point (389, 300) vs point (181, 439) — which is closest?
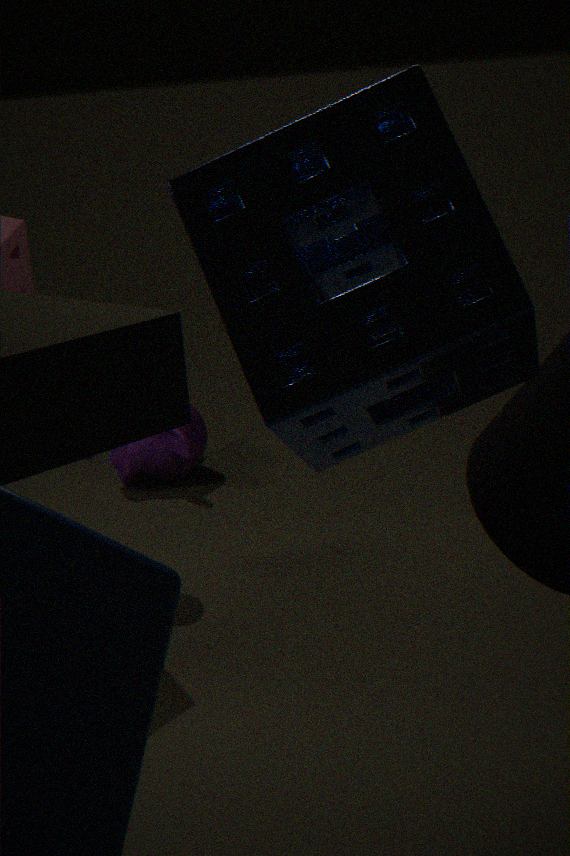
point (389, 300)
